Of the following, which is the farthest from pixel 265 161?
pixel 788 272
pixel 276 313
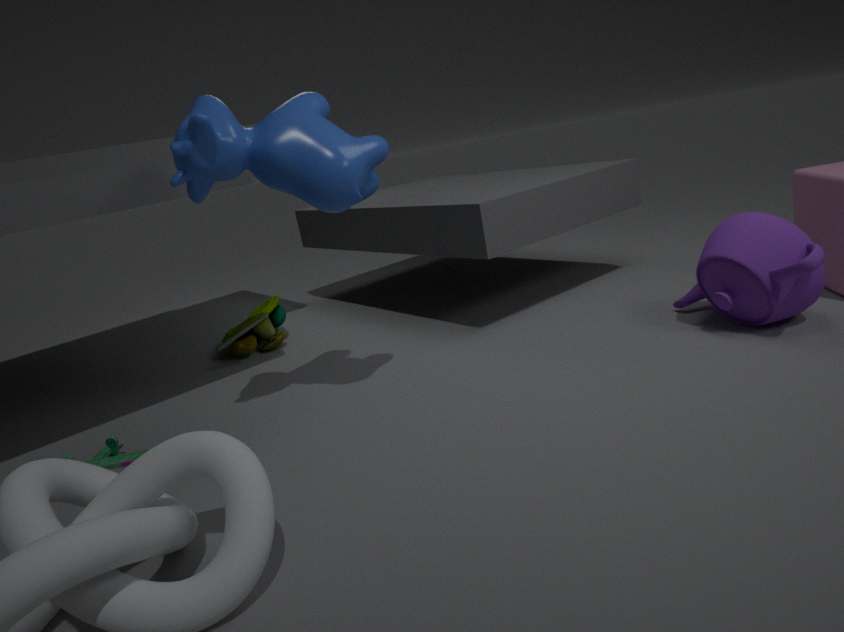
pixel 788 272
